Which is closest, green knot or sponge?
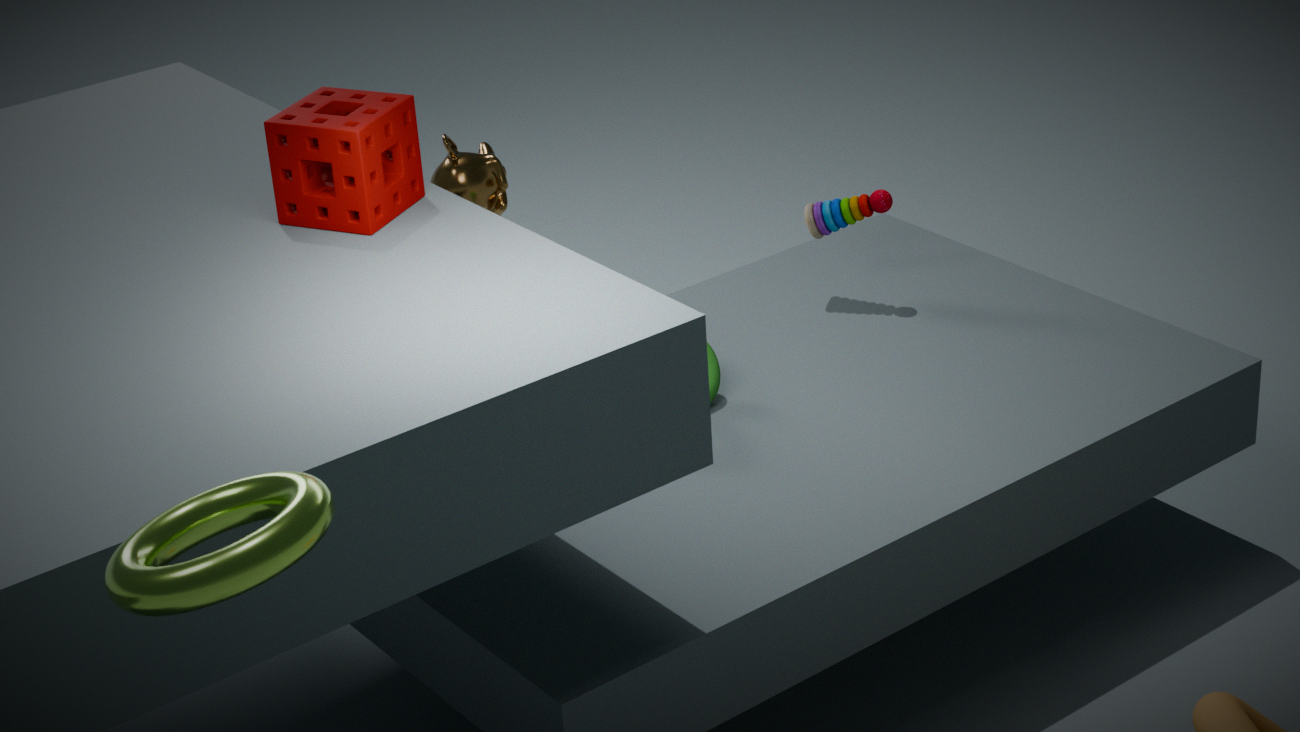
sponge
